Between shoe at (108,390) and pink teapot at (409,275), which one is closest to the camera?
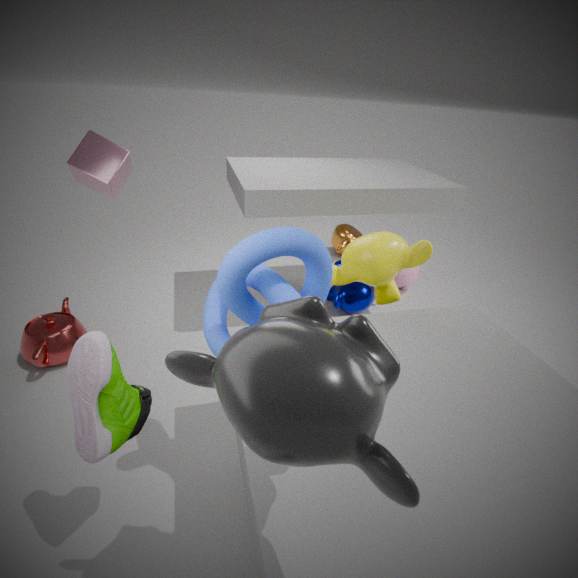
shoe at (108,390)
